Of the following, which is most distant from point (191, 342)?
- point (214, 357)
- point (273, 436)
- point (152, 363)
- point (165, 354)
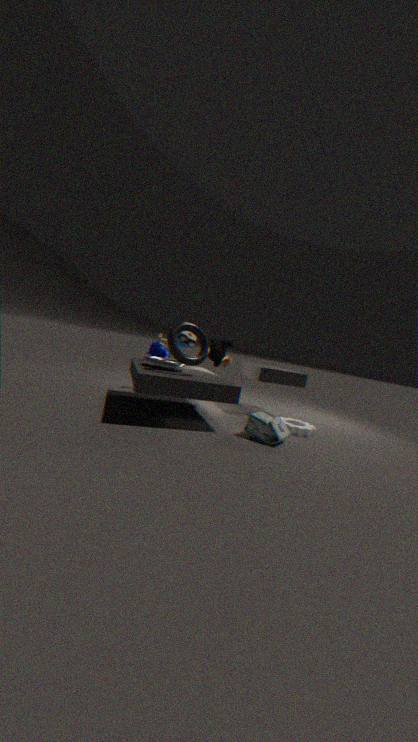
point (273, 436)
